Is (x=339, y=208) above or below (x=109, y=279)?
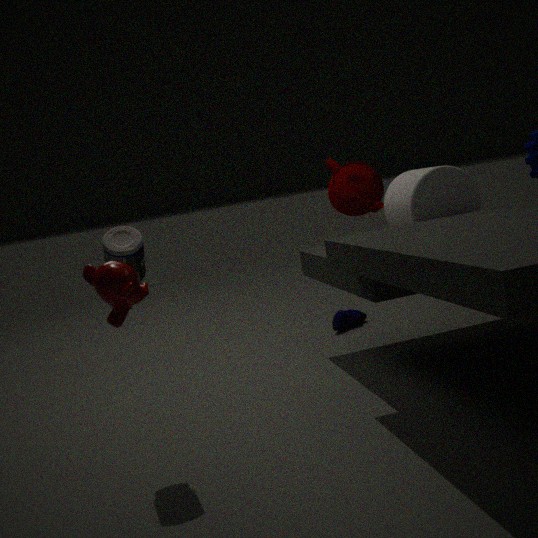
above
